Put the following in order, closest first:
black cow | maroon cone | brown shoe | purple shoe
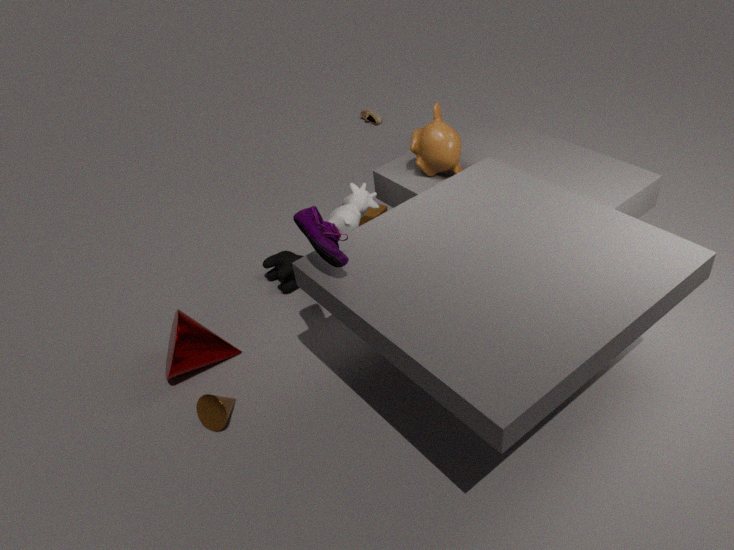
purple shoe → maroon cone → black cow → brown shoe
